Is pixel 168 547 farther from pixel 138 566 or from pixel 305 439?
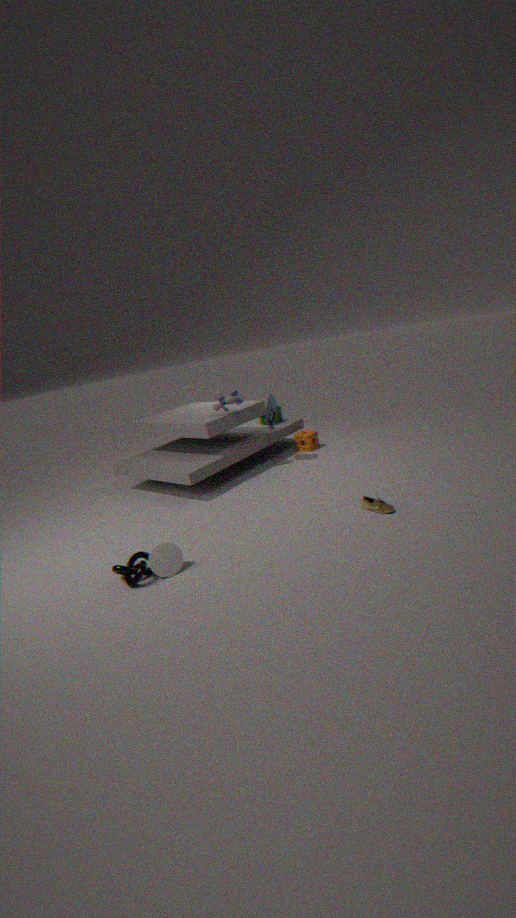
pixel 305 439
